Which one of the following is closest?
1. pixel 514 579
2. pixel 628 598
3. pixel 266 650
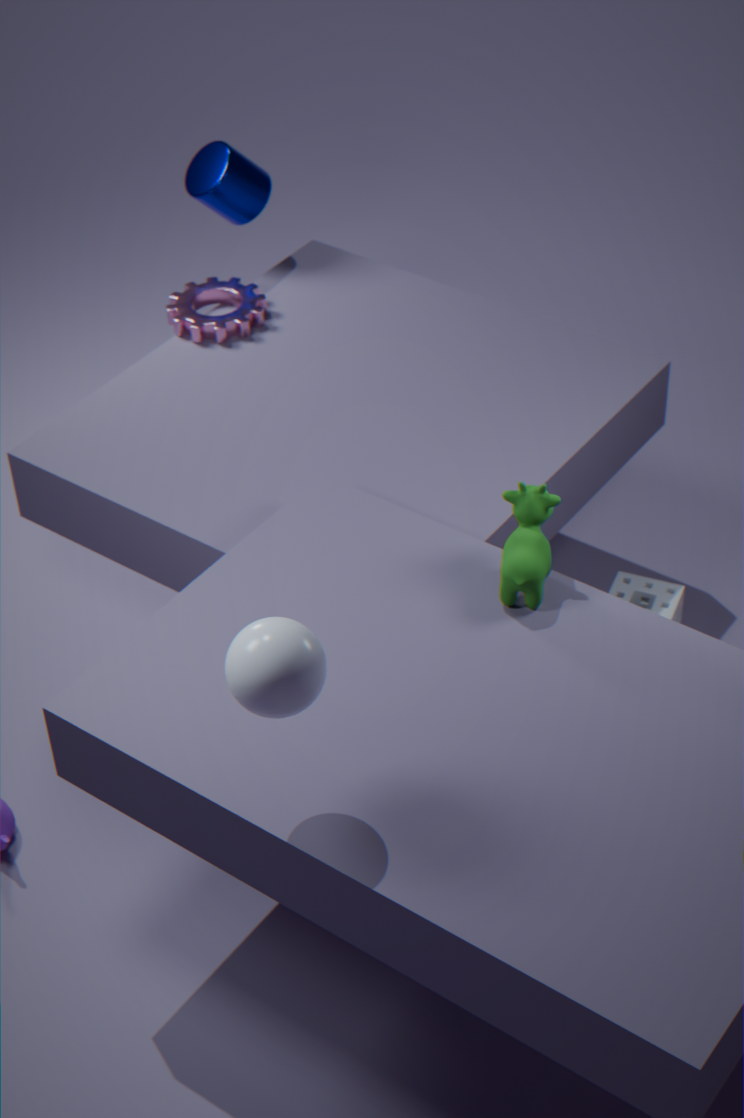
pixel 266 650
